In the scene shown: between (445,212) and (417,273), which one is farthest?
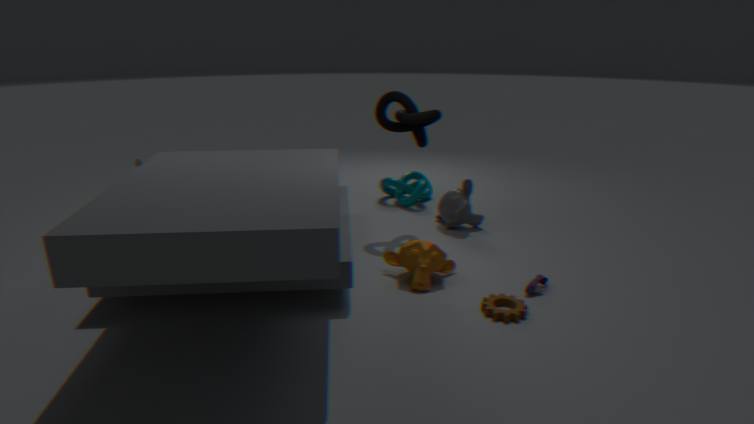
(445,212)
